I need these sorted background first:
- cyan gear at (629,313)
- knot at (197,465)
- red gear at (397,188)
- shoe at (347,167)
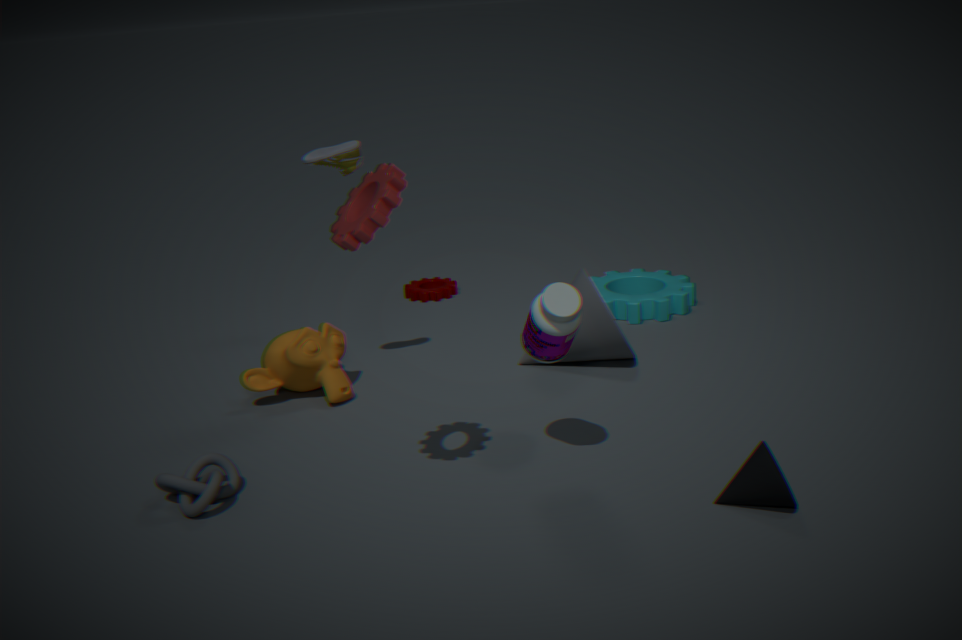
cyan gear at (629,313) → shoe at (347,167) → knot at (197,465) → red gear at (397,188)
